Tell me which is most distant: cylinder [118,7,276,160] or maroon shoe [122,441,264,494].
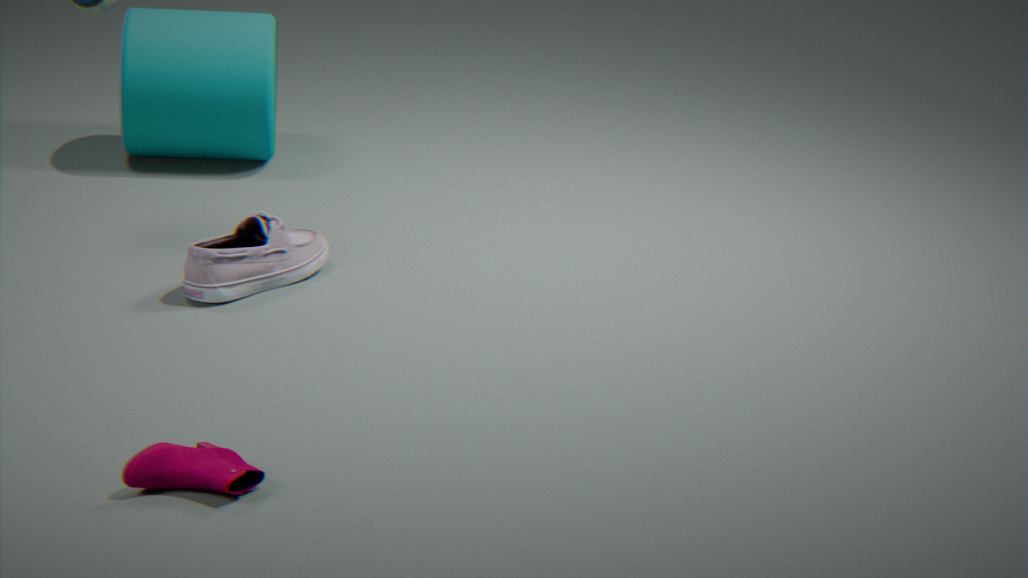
cylinder [118,7,276,160]
